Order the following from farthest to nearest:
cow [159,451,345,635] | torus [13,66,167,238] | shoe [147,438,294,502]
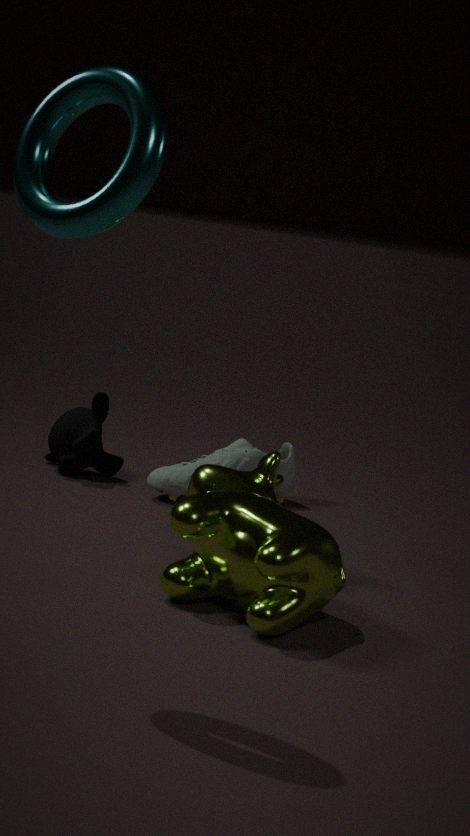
shoe [147,438,294,502]
cow [159,451,345,635]
torus [13,66,167,238]
